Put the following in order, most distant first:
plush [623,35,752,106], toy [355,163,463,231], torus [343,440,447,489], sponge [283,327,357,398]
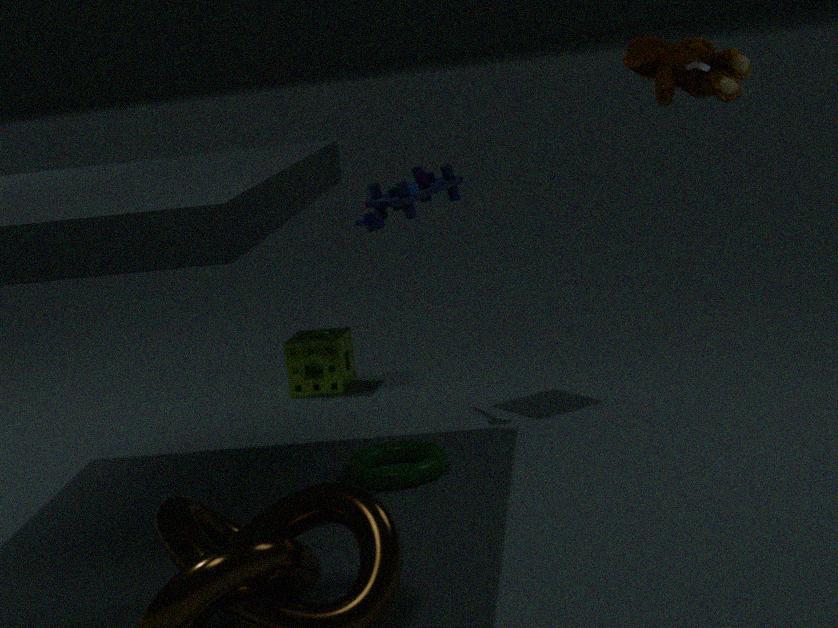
sponge [283,327,357,398] < toy [355,163,463,231] < plush [623,35,752,106] < torus [343,440,447,489]
